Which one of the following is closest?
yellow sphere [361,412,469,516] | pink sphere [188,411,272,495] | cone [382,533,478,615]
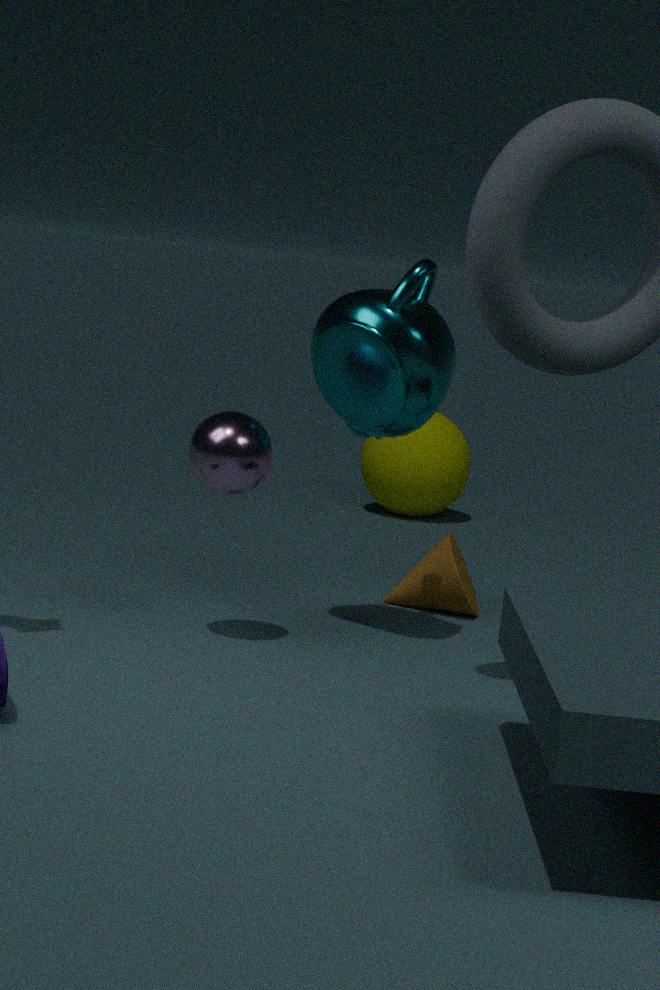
pink sphere [188,411,272,495]
